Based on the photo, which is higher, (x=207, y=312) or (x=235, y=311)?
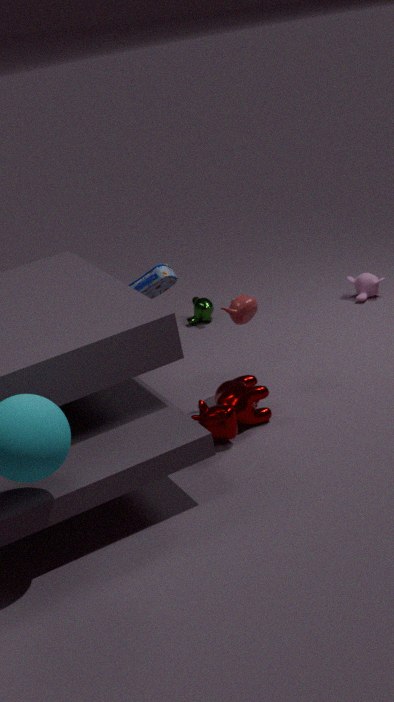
(x=235, y=311)
